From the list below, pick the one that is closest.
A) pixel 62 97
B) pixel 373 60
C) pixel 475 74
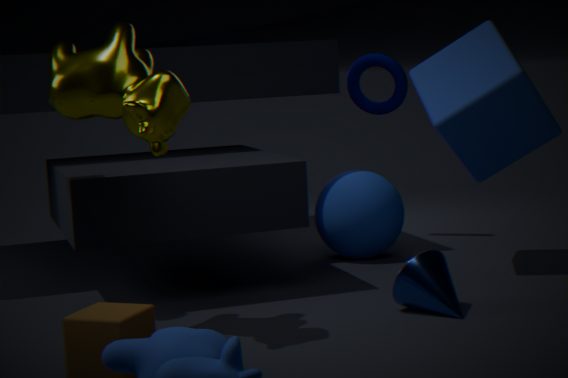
pixel 62 97
